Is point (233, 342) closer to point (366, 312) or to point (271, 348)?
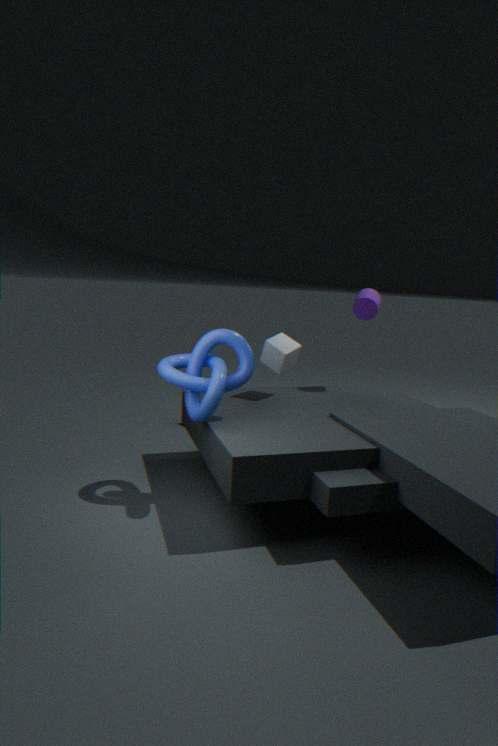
point (271, 348)
